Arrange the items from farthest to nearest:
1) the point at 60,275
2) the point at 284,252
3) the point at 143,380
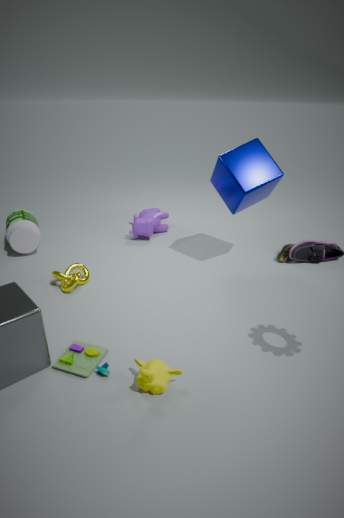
2. the point at 284,252, 1. the point at 60,275, 3. the point at 143,380
